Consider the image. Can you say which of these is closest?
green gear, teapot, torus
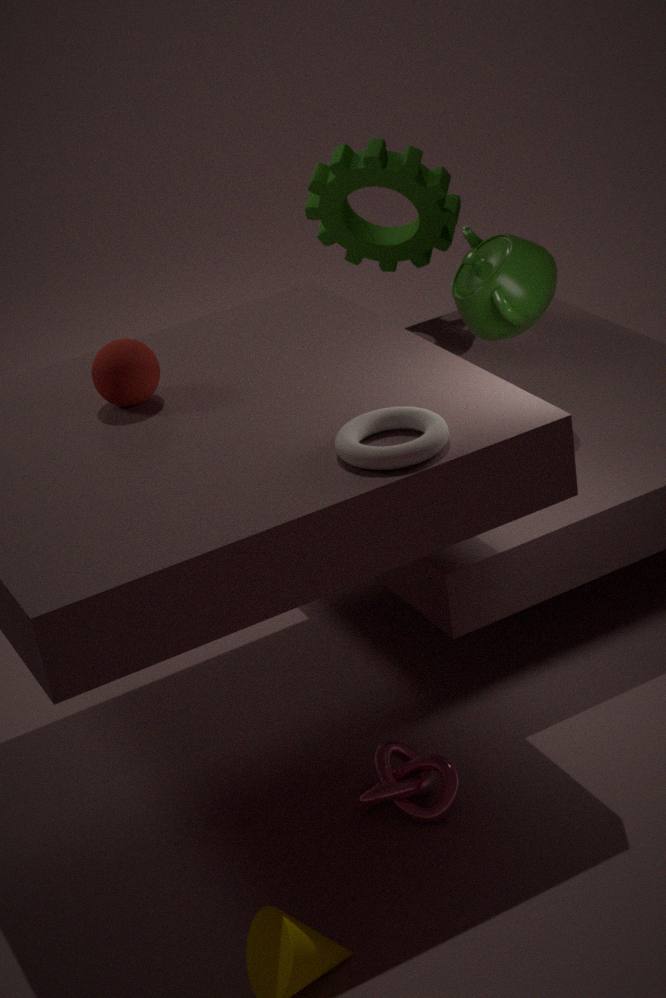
torus
